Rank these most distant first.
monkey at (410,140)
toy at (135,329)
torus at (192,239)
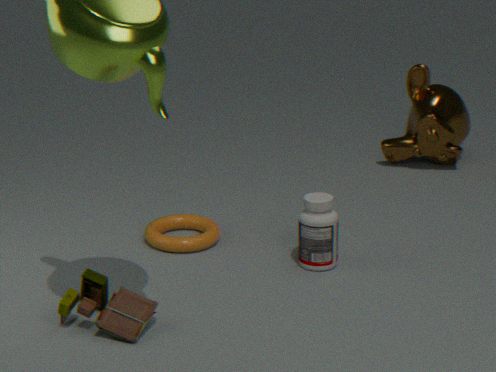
1. monkey at (410,140)
2. torus at (192,239)
3. toy at (135,329)
